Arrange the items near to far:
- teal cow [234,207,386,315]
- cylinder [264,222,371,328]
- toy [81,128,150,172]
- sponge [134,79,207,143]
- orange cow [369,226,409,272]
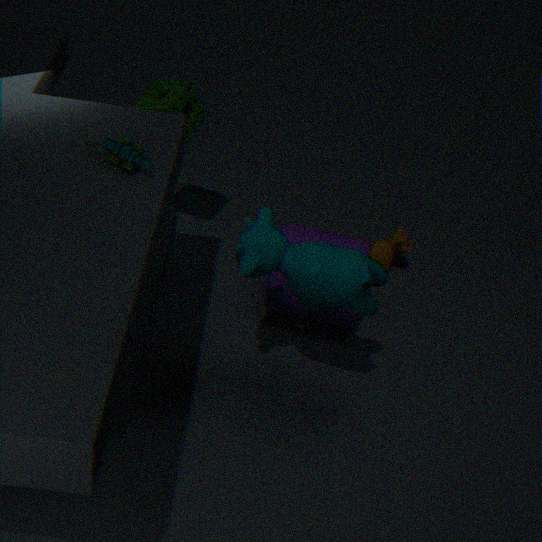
toy [81,128,150,172]
teal cow [234,207,386,315]
cylinder [264,222,371,328]
sponge [134,79,207,143]
orange cow [369,226,409,272]
